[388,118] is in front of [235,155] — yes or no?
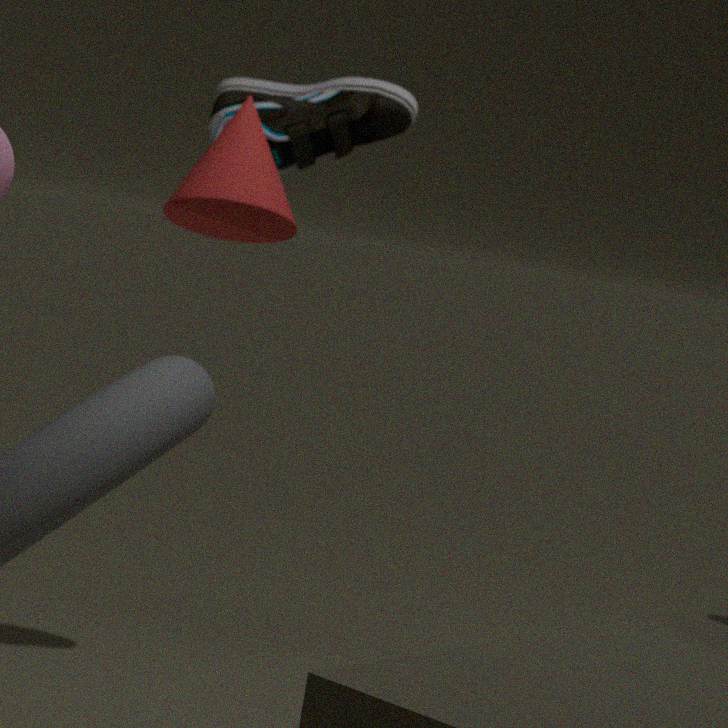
No
